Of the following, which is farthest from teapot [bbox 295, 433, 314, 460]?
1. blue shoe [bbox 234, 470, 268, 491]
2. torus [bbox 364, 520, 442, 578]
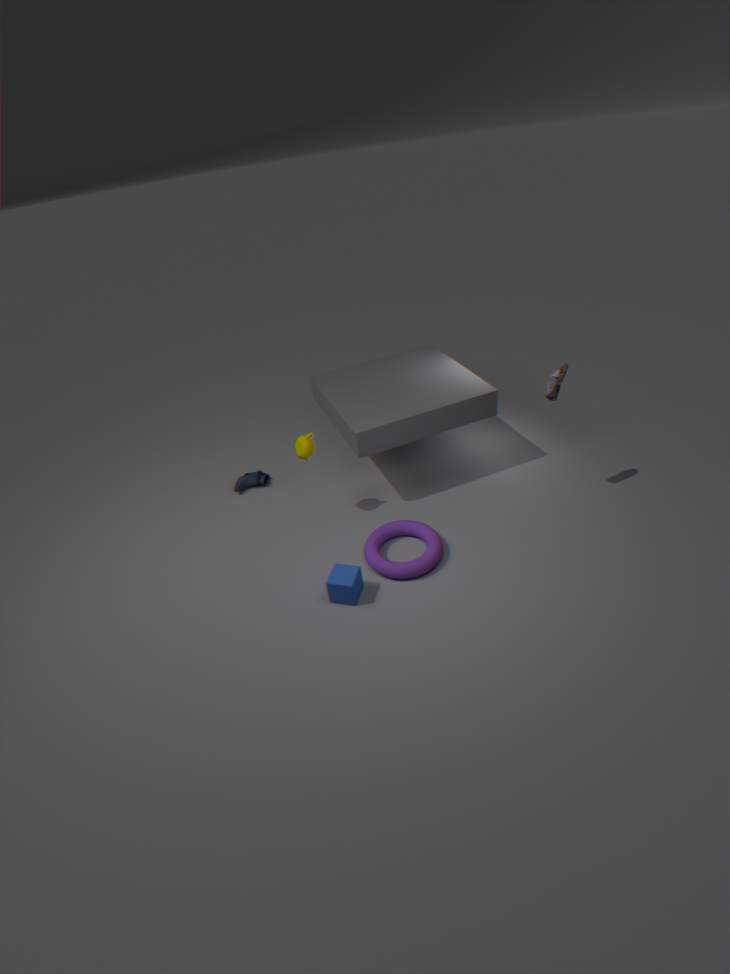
blue shoe [bbox 234, 470, 268, 491]
